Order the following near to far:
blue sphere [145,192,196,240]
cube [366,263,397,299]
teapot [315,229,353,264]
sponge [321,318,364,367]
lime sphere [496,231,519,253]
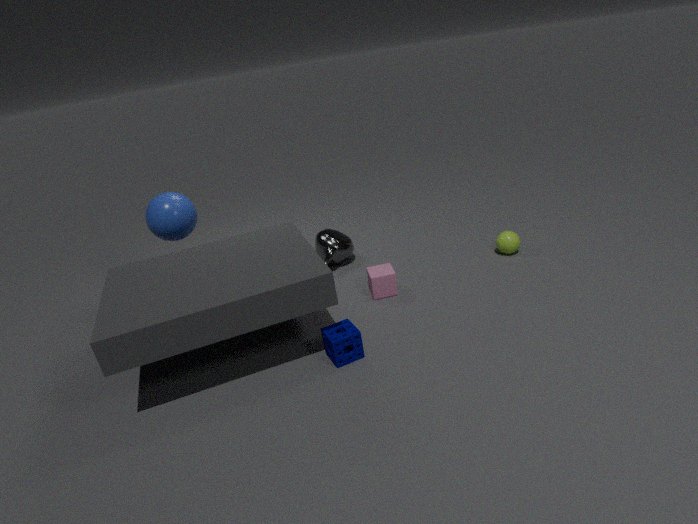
sponge [321,318,364,367] → cube [366,263,397,299] → blue sphere [145,192,196,240] → lime sphere [496,231,519,253] → teapot [315,229,353,264]
